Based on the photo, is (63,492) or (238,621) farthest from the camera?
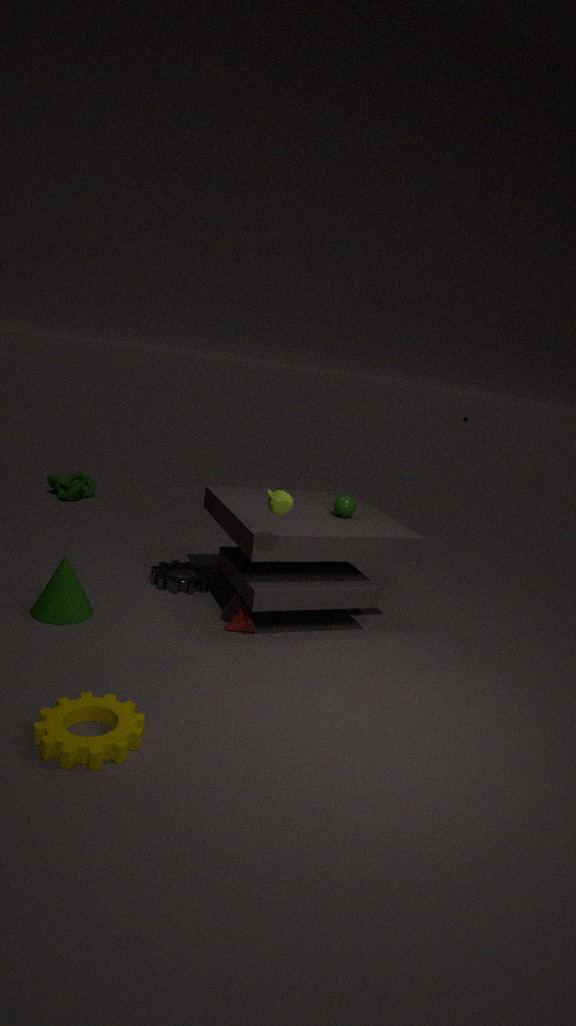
(63,492)
